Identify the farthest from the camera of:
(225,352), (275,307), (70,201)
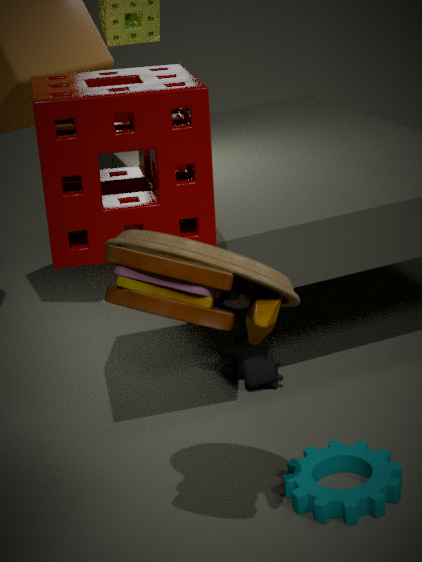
(225,352)
